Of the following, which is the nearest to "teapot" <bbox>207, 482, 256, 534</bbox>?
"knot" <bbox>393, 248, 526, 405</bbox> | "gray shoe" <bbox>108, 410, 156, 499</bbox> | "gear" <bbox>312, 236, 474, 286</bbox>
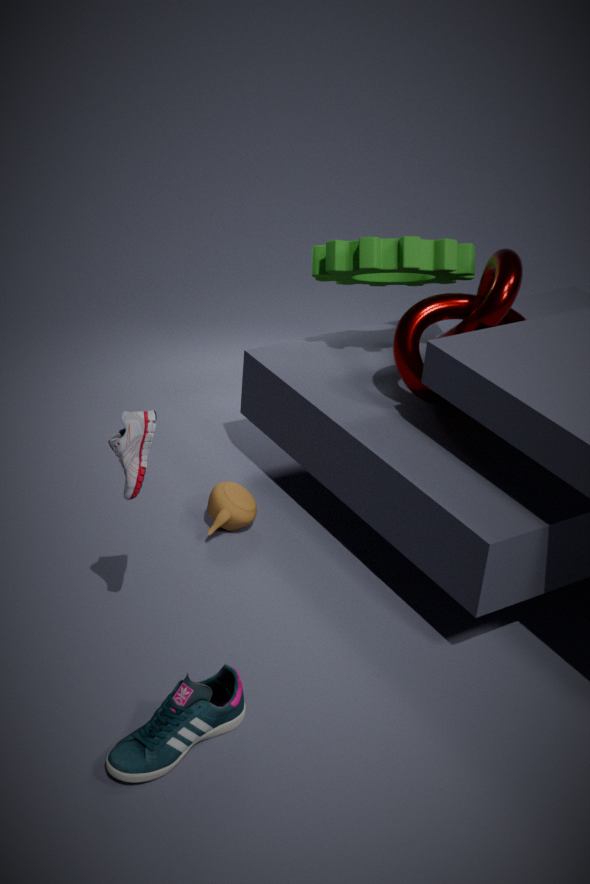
"knot" <bbox>393, 248, 526, 405</bbox>
